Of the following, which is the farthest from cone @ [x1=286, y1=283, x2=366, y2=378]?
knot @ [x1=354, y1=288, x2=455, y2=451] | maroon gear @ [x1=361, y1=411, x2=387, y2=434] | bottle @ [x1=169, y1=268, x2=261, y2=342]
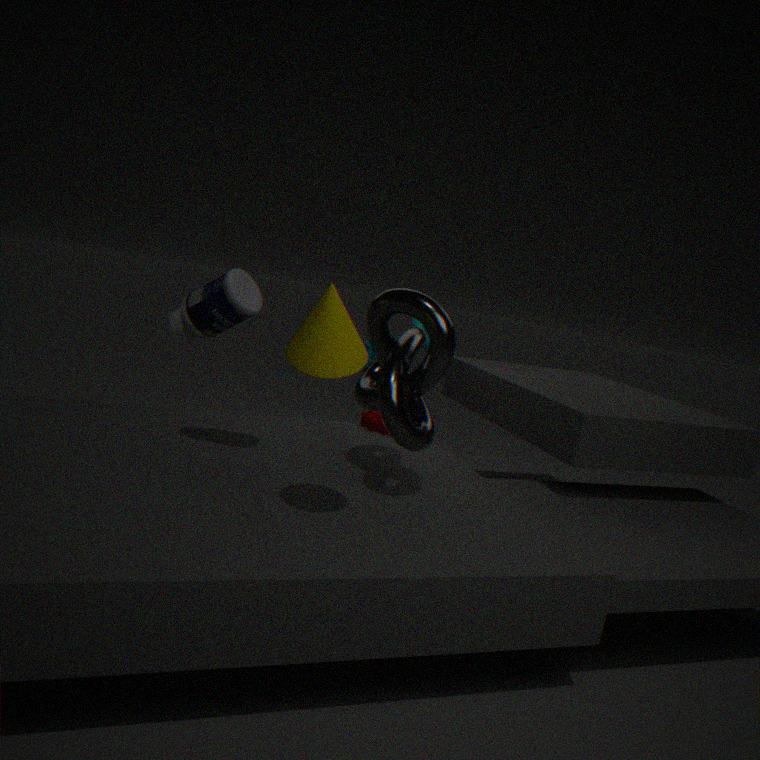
maroon gear @ [x1=361, y1=411, x2=387, y2=434]
